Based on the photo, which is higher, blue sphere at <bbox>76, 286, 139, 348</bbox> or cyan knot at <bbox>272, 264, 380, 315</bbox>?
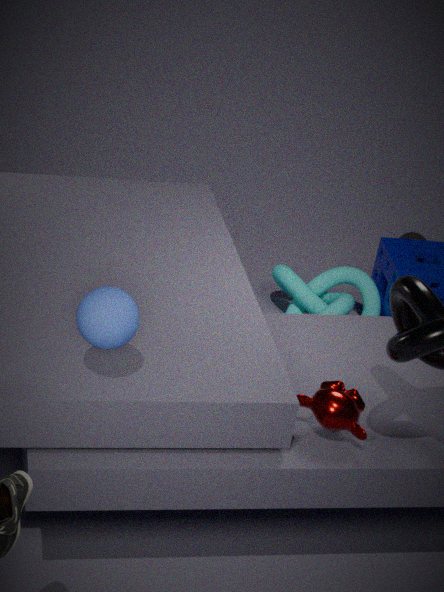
blue sphere at <bbox>76, 286, 139, 348</bbox>
